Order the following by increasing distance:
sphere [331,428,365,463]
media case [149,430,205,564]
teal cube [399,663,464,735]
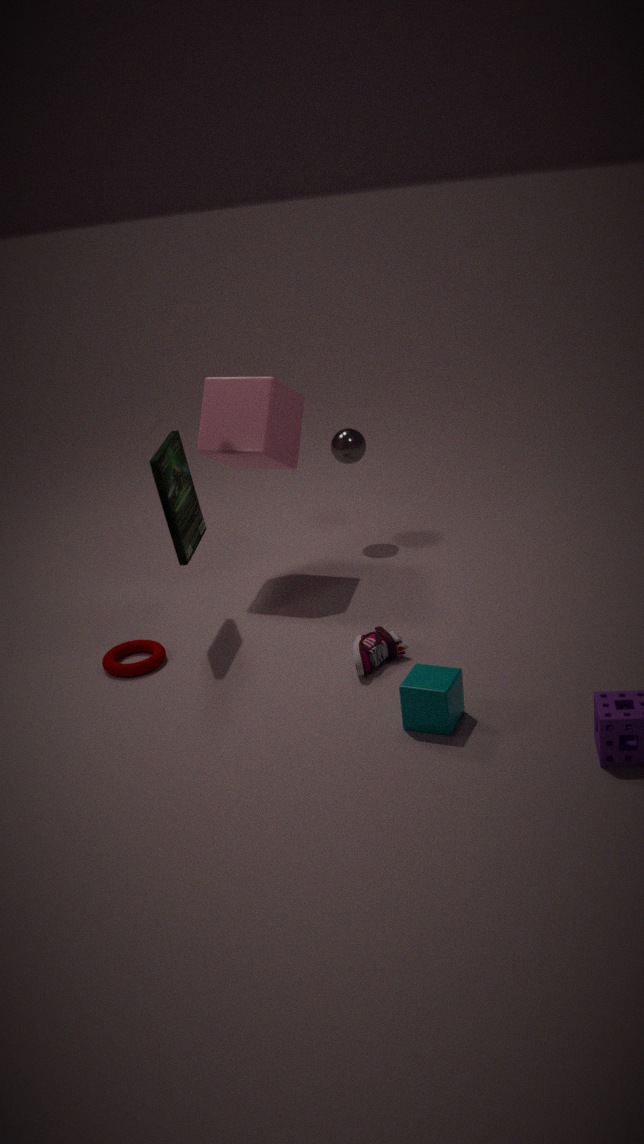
→ teal cube [399,663,464,735] < media case [149,430,205,564] < sphere [331,428,365,463]
